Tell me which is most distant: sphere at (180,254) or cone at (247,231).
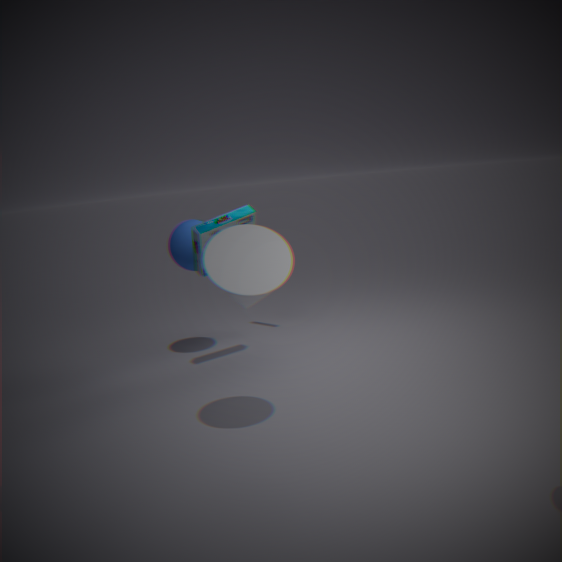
sphere at (180,254)
